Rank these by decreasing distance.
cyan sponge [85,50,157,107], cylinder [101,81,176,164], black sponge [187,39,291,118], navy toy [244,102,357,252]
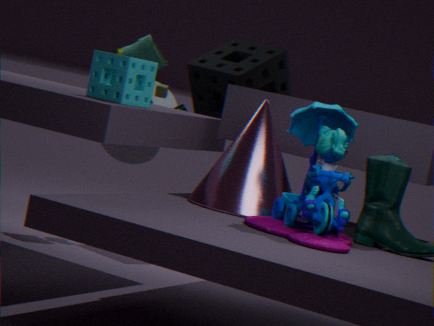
cylinder [101,81,176,164], black sponge [187,39,291,118], cyan sponge [85,50,157,107], navy toy [244,102,357,252]
